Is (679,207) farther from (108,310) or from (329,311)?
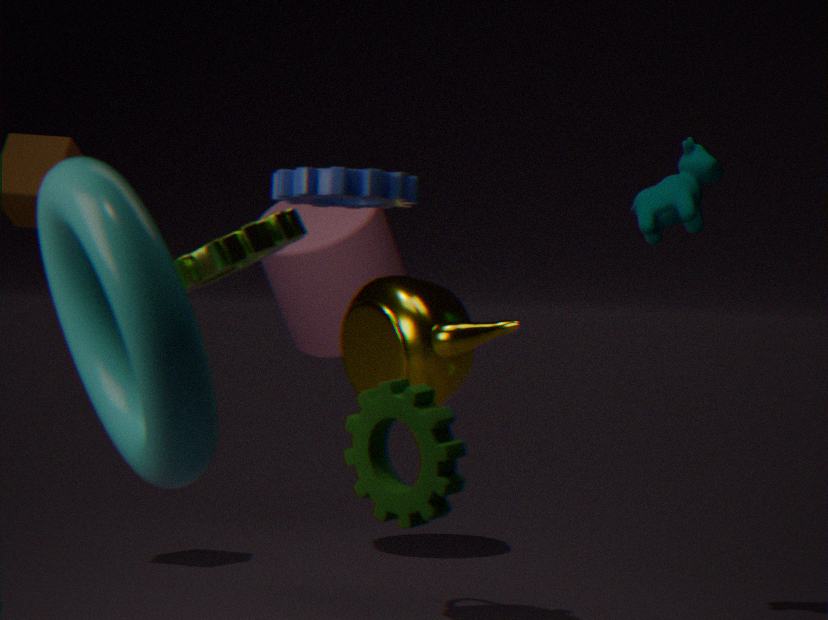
(108,310)
